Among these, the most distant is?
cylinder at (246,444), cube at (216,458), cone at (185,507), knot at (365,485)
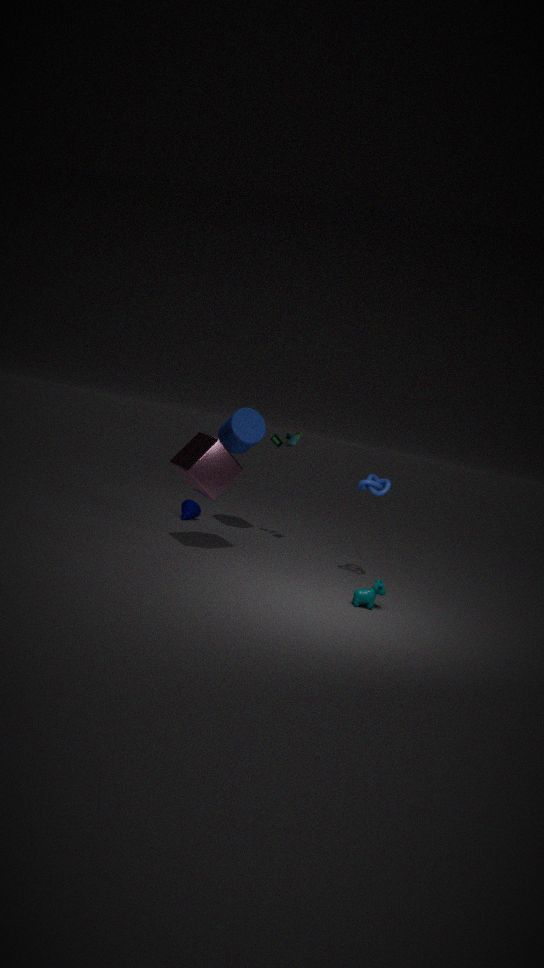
Answer: cone at (185,507)
